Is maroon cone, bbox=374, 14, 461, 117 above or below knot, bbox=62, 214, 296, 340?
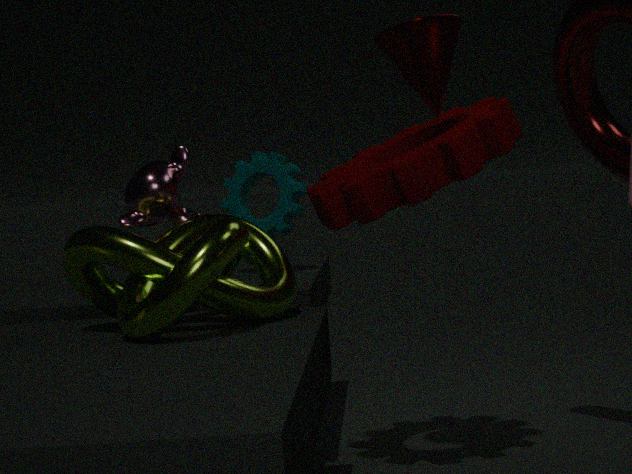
above
